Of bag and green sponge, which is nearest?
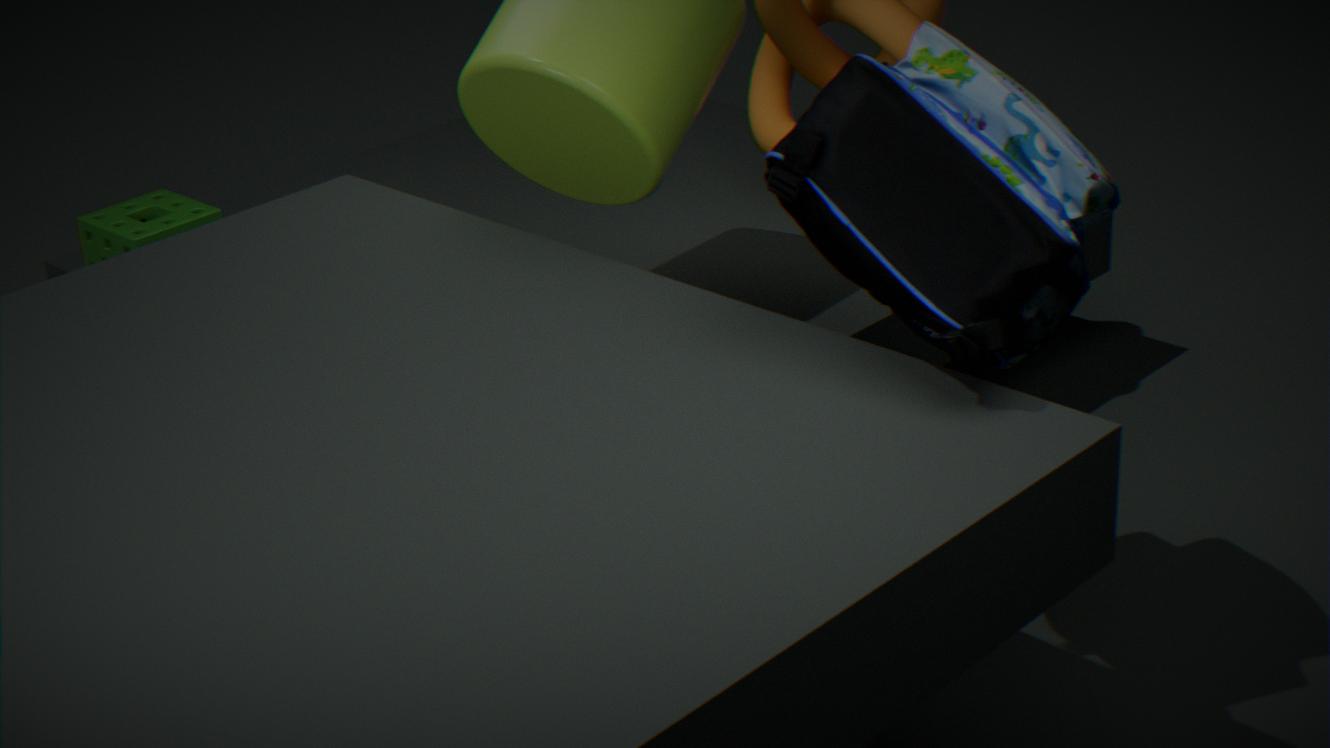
bag
